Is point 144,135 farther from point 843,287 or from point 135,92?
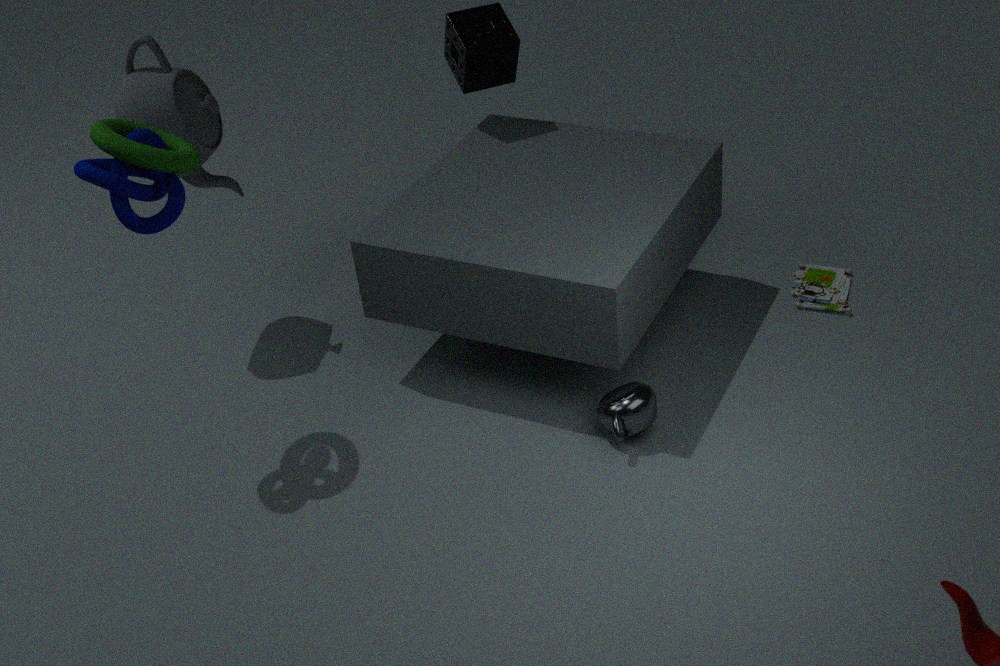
point 843,287
